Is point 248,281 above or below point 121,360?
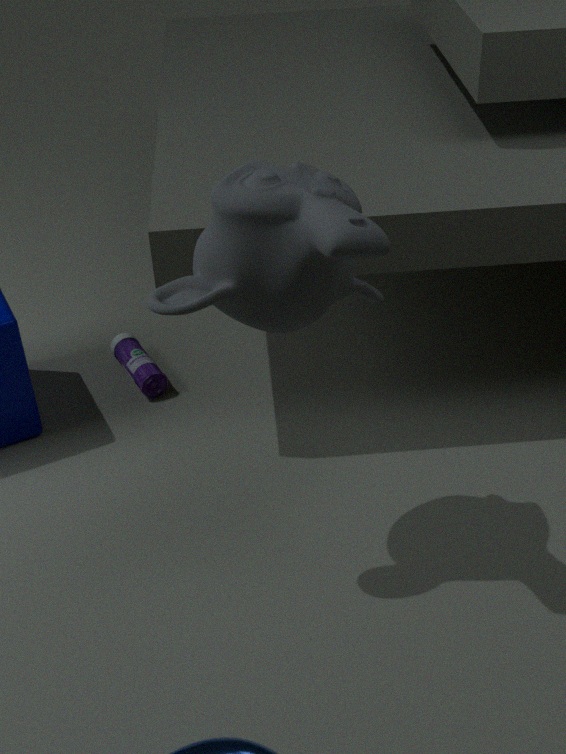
above
